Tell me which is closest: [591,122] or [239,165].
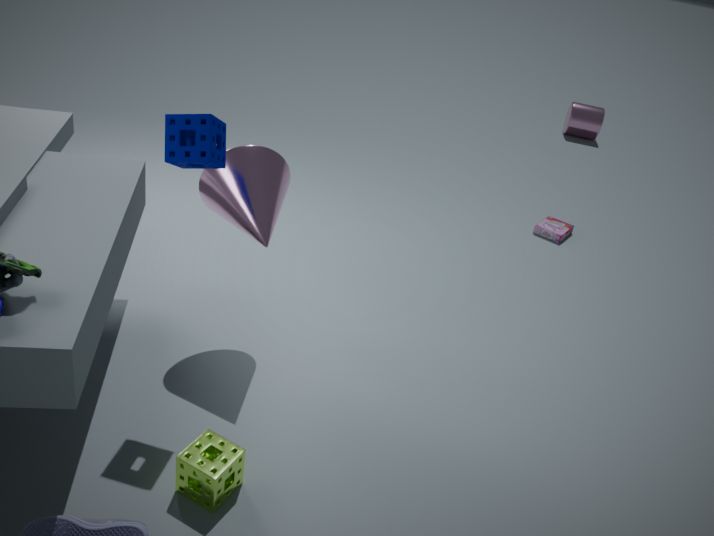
[239,165]
